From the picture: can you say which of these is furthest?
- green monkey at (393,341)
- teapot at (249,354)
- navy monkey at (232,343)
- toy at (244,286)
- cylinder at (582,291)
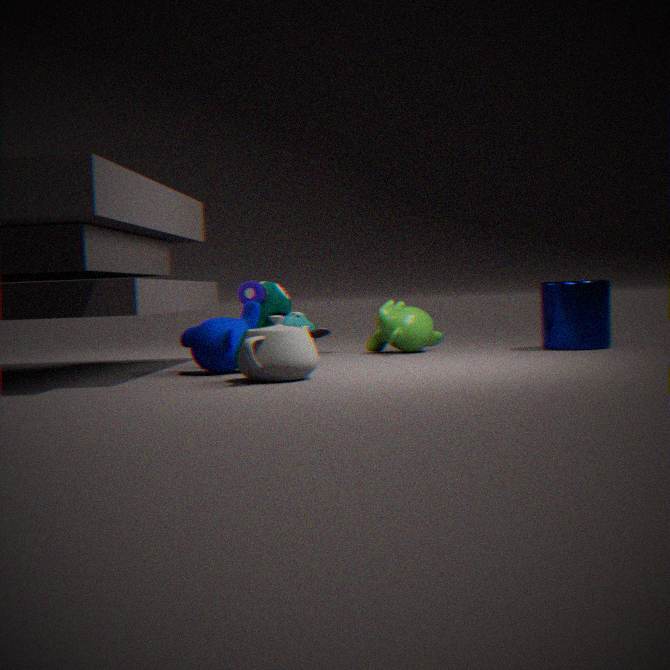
toy at (244,286)
